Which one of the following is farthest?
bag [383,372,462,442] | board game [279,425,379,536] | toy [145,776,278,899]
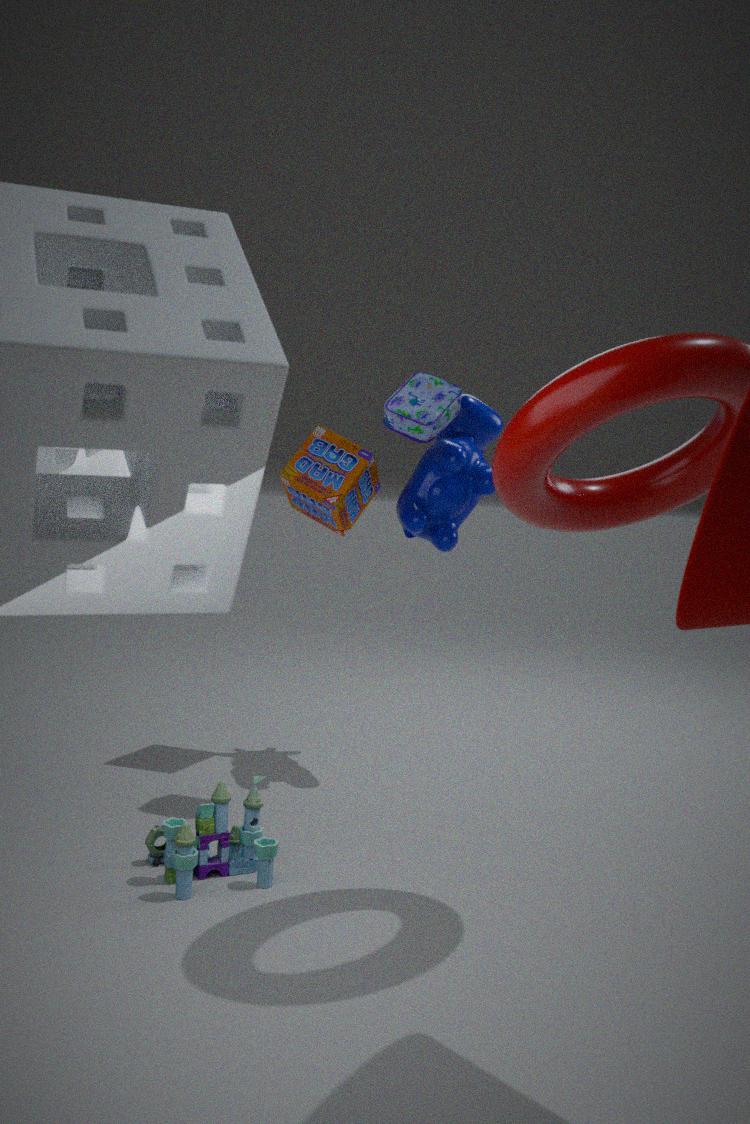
board game [279,425,379,536]
